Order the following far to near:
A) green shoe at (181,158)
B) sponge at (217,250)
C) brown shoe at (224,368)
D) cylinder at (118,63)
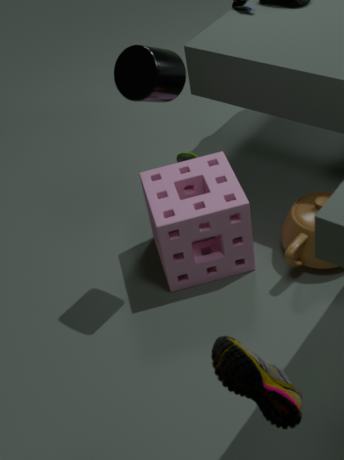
1. green shoe at (181,158)
2. sponge at (217,250)
3. cylinder at (118,63)
4. brown shoe at (224,368)
